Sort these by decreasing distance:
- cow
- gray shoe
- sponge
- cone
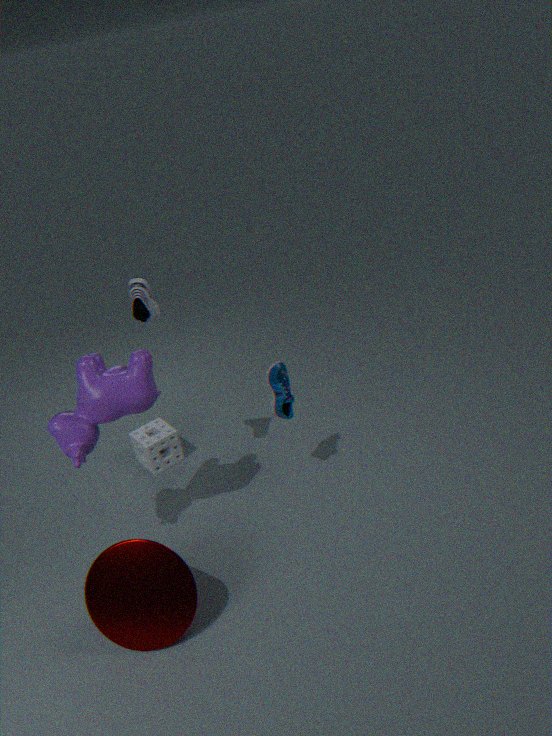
sponge, gray shoe, cow, cone
